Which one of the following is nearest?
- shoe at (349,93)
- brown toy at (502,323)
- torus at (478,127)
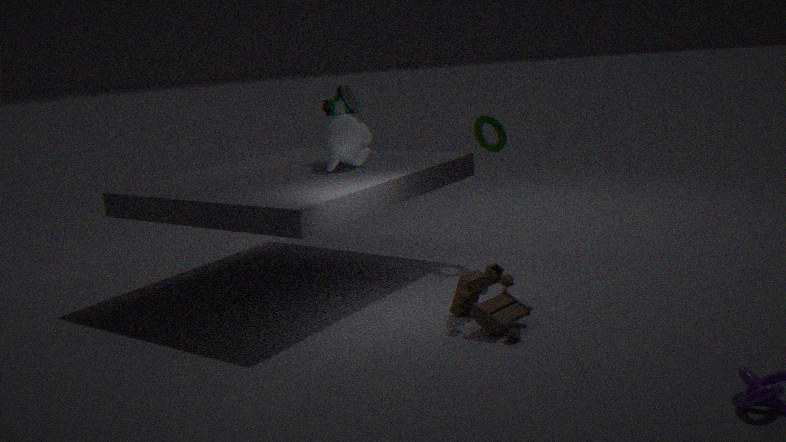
brown toy at (502,323)
